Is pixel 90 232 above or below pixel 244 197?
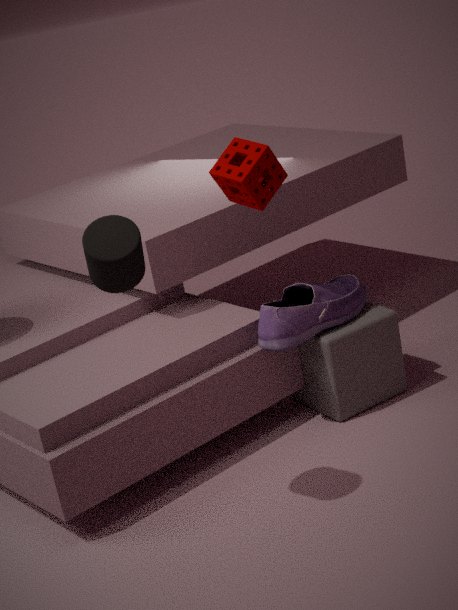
above
